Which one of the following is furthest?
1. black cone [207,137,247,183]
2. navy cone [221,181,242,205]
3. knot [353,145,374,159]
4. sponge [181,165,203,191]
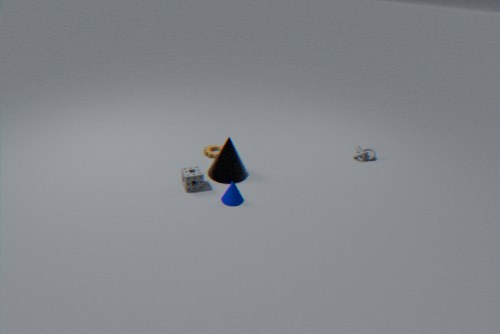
knot [353,145,374,159]
